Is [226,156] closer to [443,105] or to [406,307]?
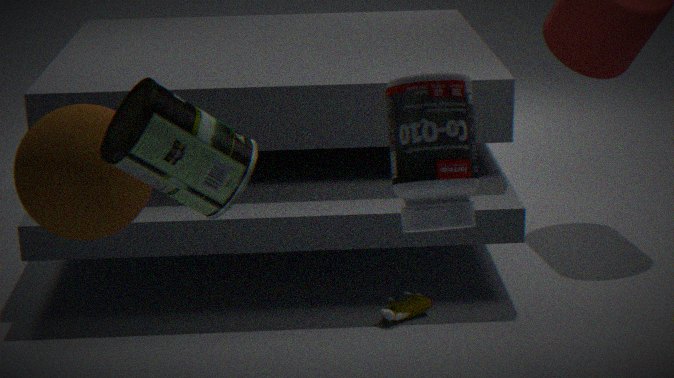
[443,105]
